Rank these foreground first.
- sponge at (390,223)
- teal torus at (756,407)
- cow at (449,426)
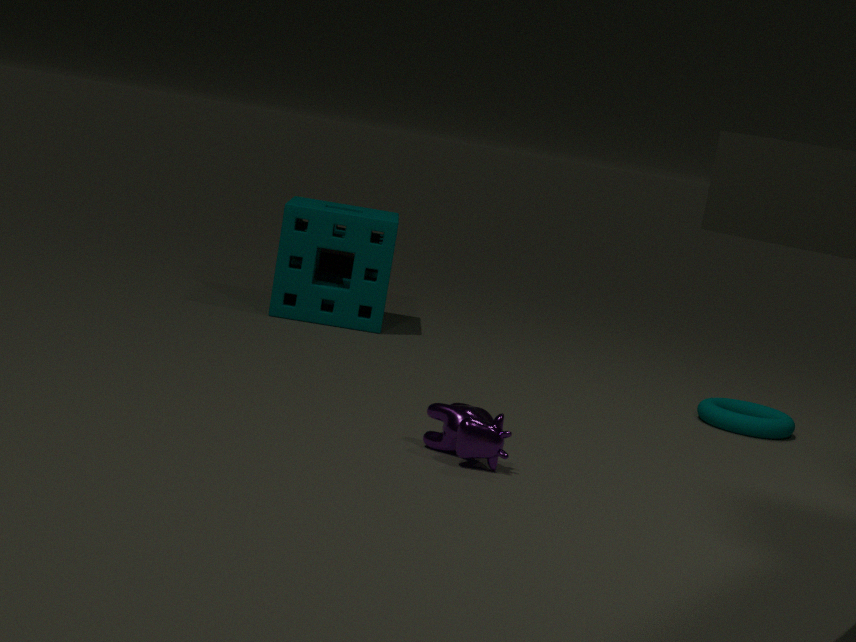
cow at (449,426) → teal torus at (756,407) → sponge at (390,223)
